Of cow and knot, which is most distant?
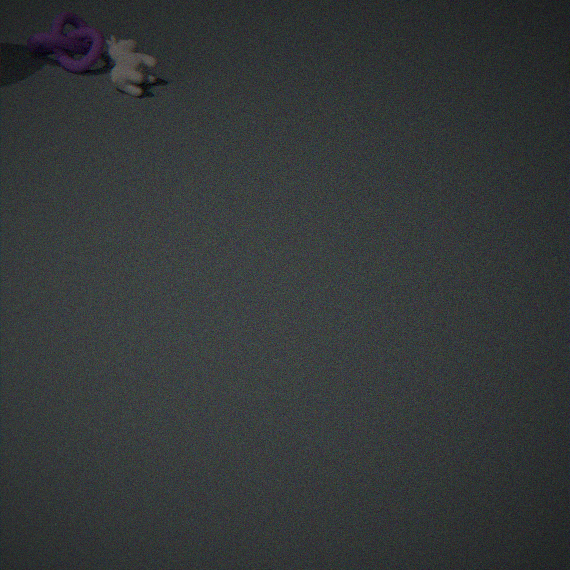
knot
